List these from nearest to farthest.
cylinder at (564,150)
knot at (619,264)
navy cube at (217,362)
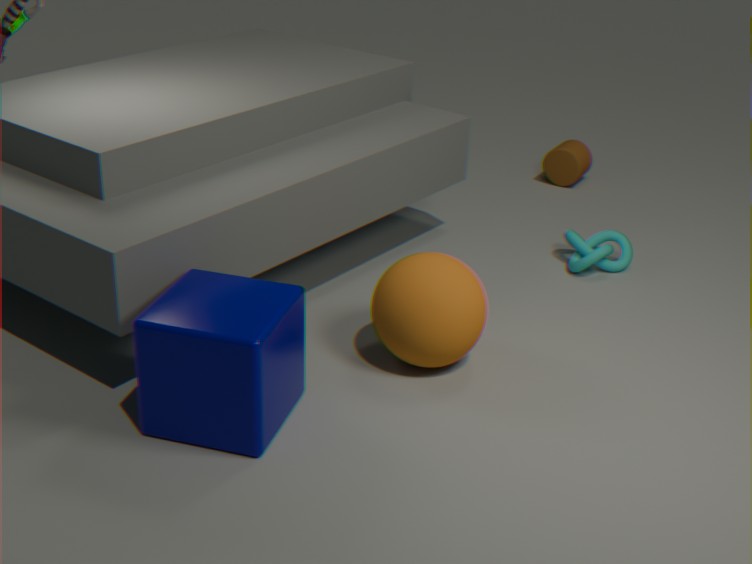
navy cube at (217,362), knot at (619,264), cylinder at (564,150)
